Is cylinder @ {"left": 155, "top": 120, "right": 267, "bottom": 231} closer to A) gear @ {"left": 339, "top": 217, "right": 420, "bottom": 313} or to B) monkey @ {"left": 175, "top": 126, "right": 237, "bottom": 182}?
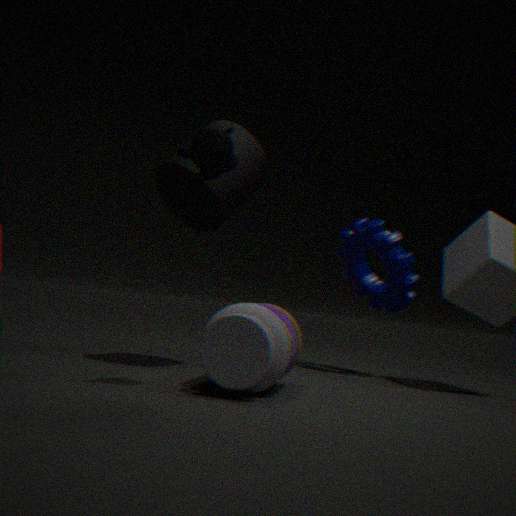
B) monkey @ {"left": 175, "top": 126, "right": 237, "bottom": 182}
